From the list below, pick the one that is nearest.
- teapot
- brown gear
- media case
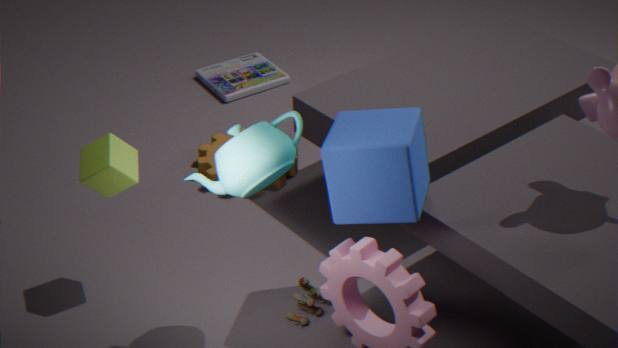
teapot
